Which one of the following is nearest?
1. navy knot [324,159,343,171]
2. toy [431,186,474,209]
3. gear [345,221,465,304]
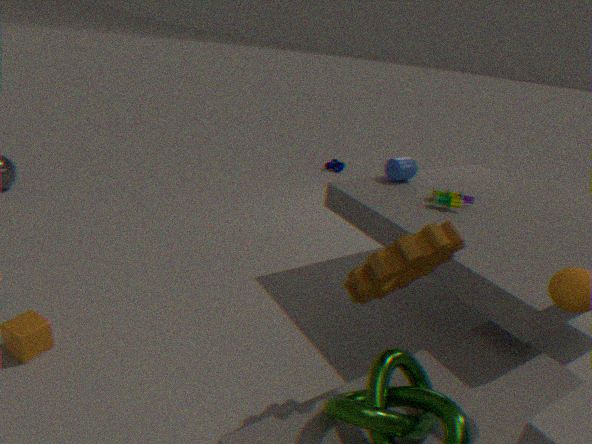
gear [345,221,465,304]
